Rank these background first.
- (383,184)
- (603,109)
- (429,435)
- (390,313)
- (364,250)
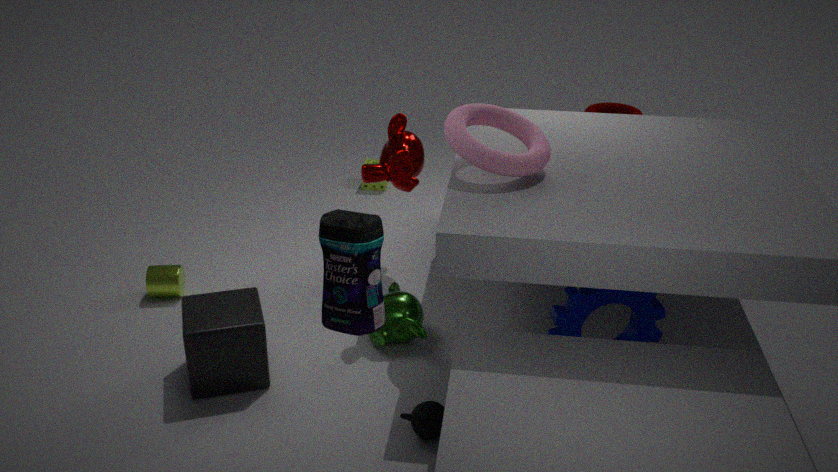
(603,109), (383,184), (390,313), (429,435), (364,250)
